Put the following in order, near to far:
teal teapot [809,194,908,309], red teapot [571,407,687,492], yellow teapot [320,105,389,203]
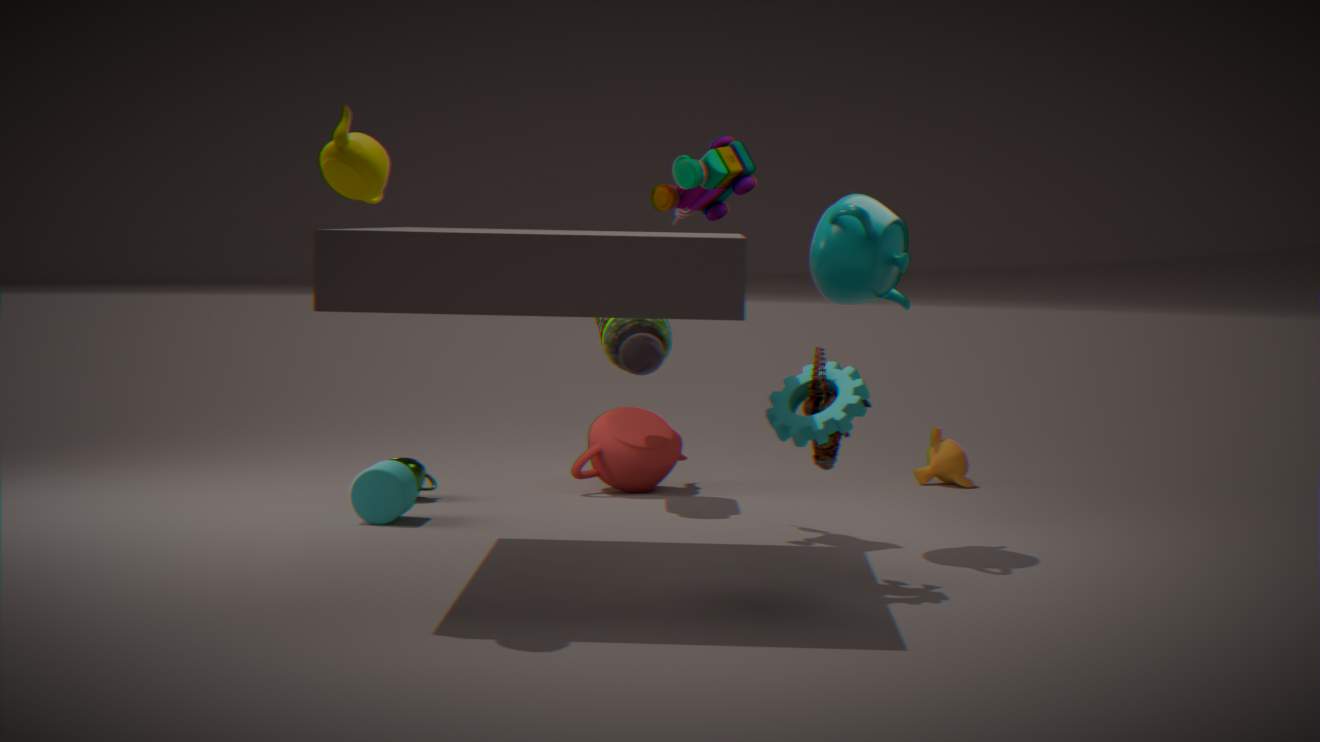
yellow teapot [320,105,389,203], teal teapot [809,194,908,309], red teapot [571,407,687,492]
